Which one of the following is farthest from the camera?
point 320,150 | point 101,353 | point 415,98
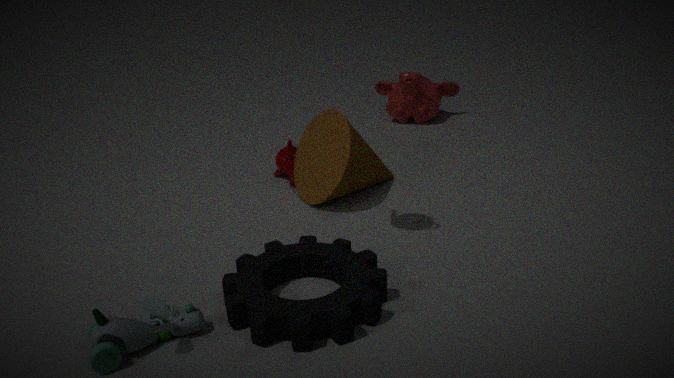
point 415,98
